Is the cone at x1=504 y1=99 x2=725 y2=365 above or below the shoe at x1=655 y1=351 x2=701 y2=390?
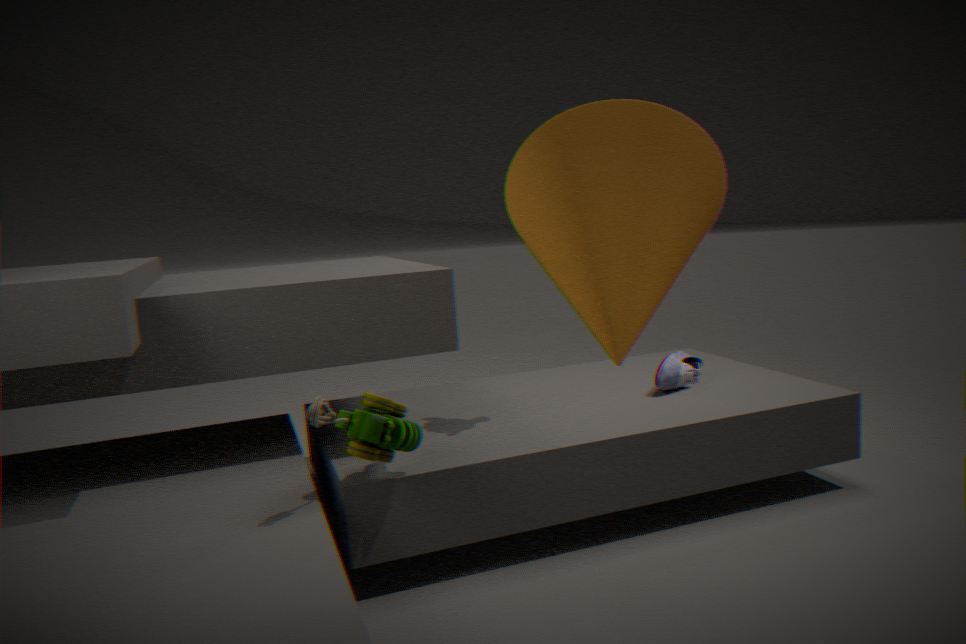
above
